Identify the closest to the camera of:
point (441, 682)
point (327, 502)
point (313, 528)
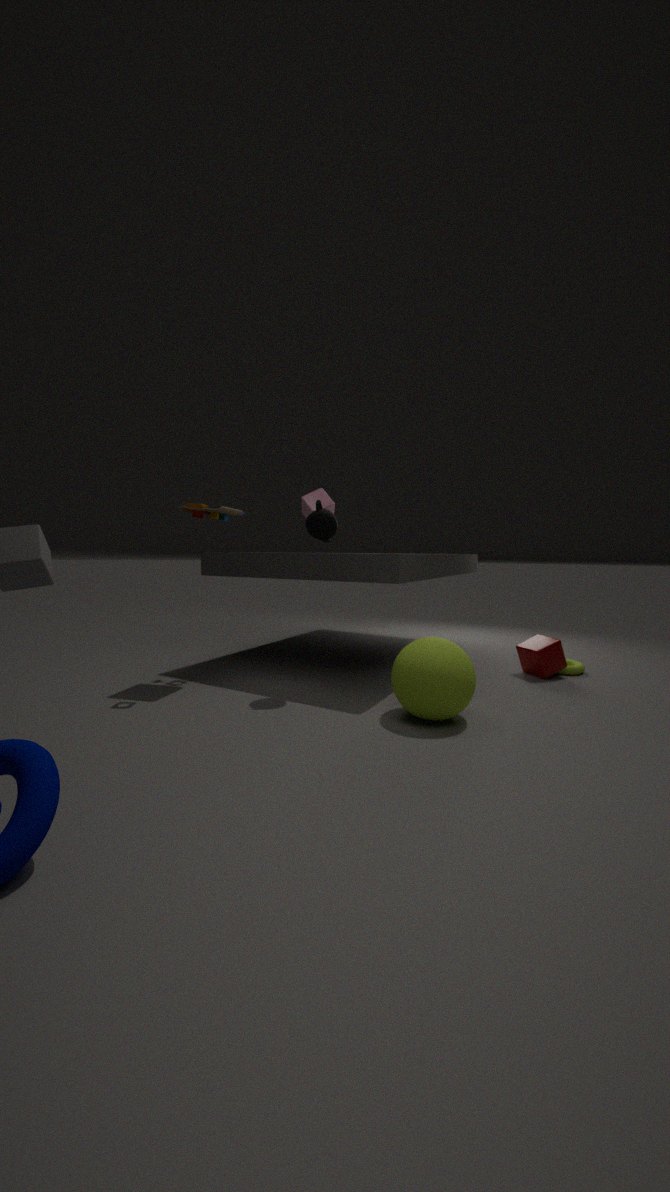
point (441, 682)
